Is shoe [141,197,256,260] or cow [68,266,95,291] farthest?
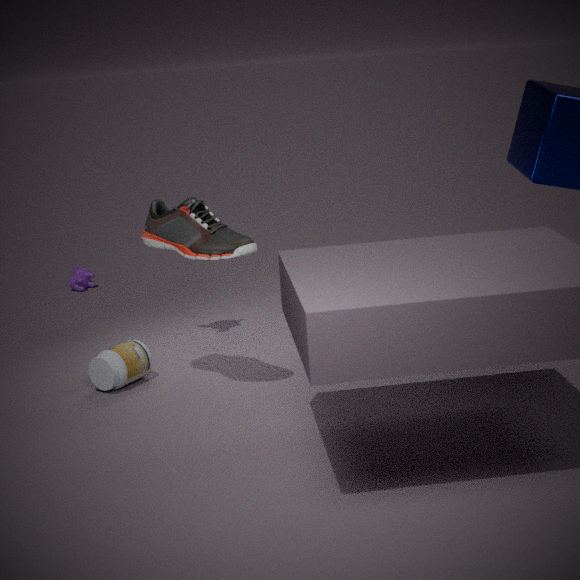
cow [68,266,95,291]
